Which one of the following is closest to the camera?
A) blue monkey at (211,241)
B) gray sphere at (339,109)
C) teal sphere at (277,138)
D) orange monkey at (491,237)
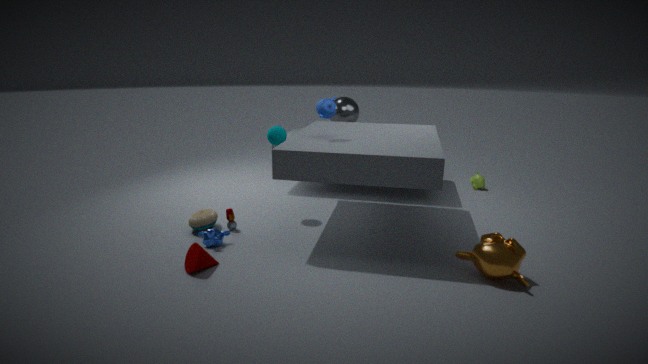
orange monkey at (491,237)
